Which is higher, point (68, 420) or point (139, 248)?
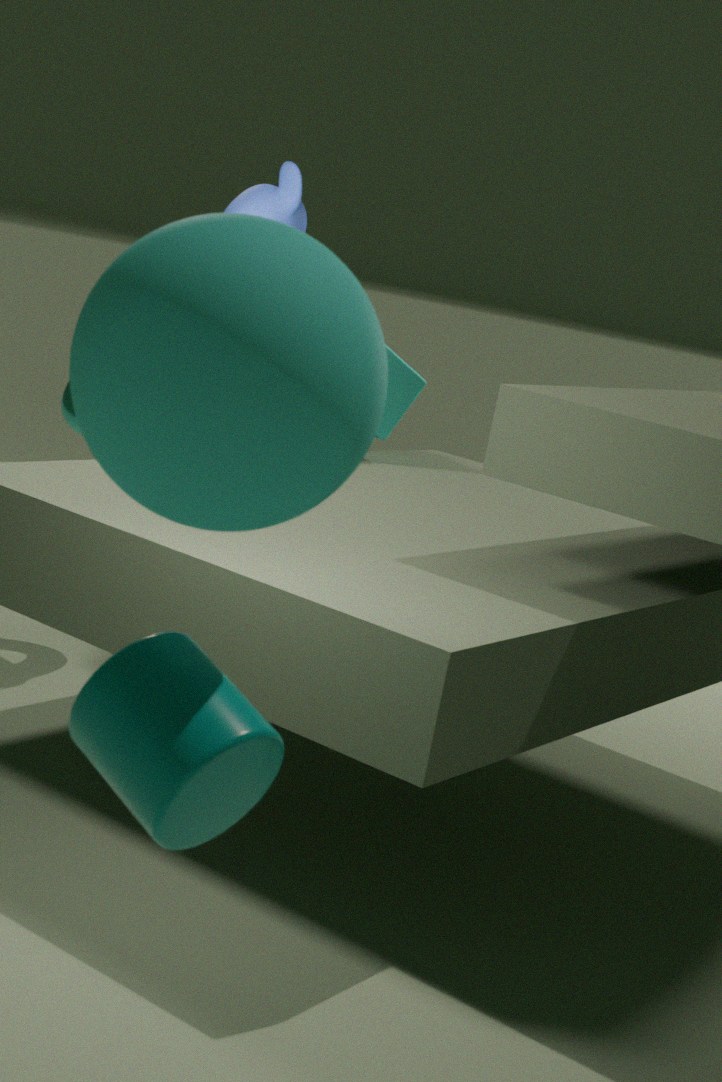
point (139, 248)
